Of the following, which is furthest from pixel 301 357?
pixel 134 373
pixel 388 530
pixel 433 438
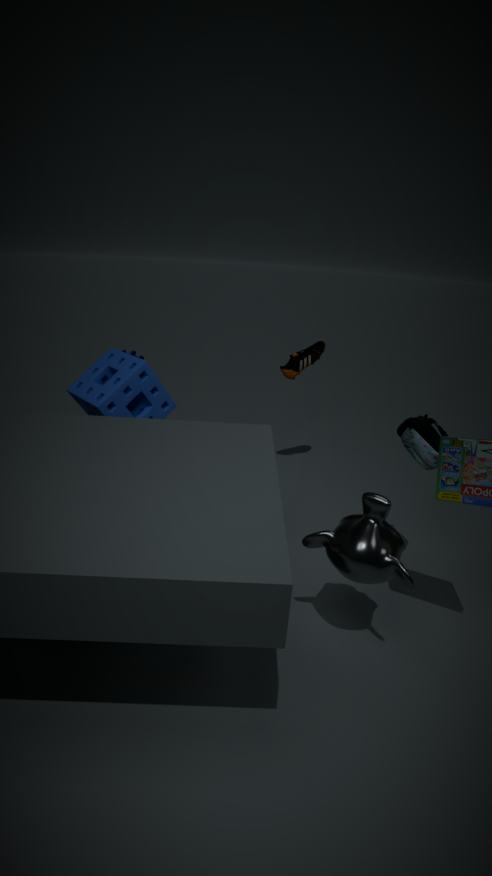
pixel 388 530
